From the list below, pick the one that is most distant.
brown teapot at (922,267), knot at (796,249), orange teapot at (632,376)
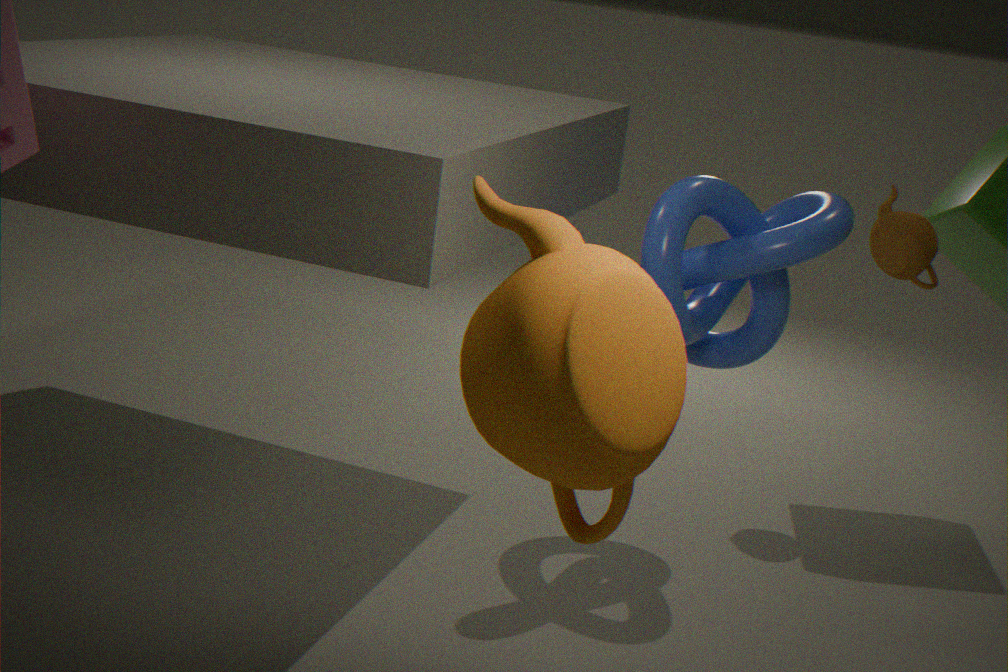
brown teapot at (922,267)
